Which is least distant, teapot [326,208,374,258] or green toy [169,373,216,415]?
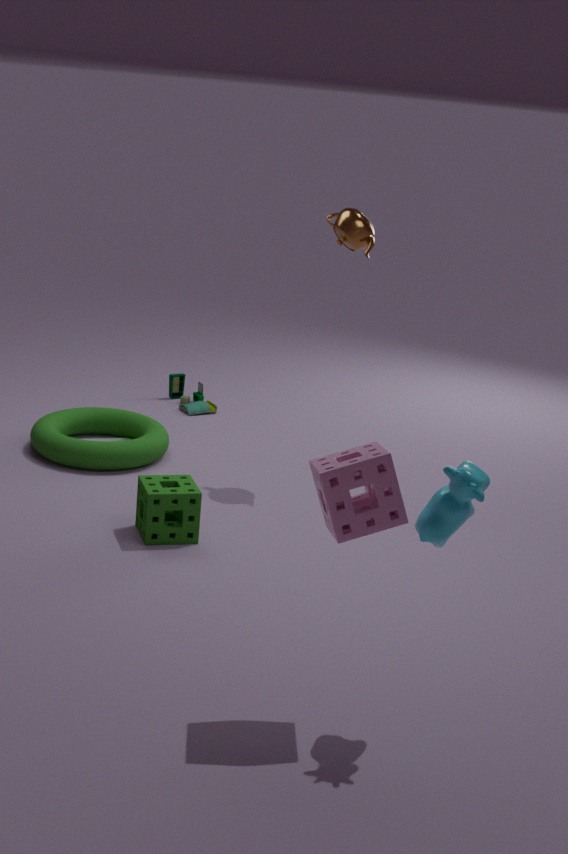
teapot [326,208,374,258]
